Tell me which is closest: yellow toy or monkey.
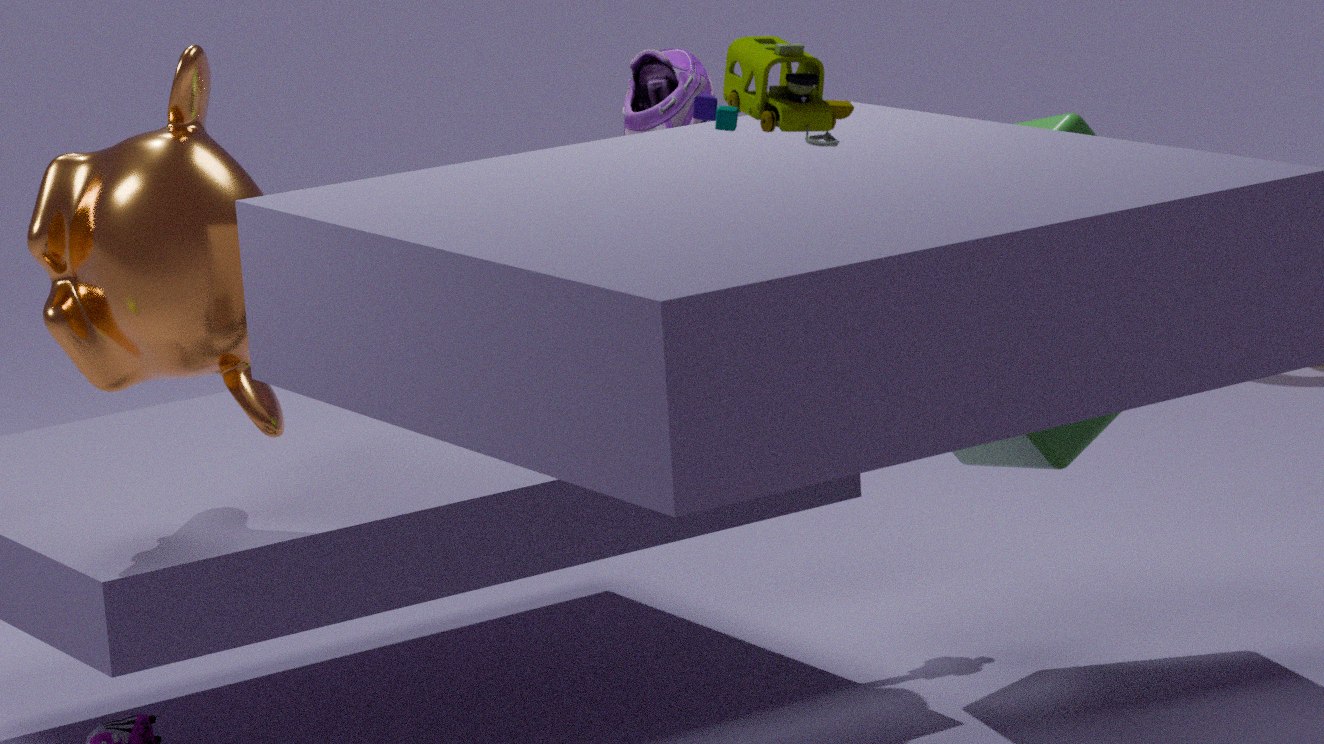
yellow toy
